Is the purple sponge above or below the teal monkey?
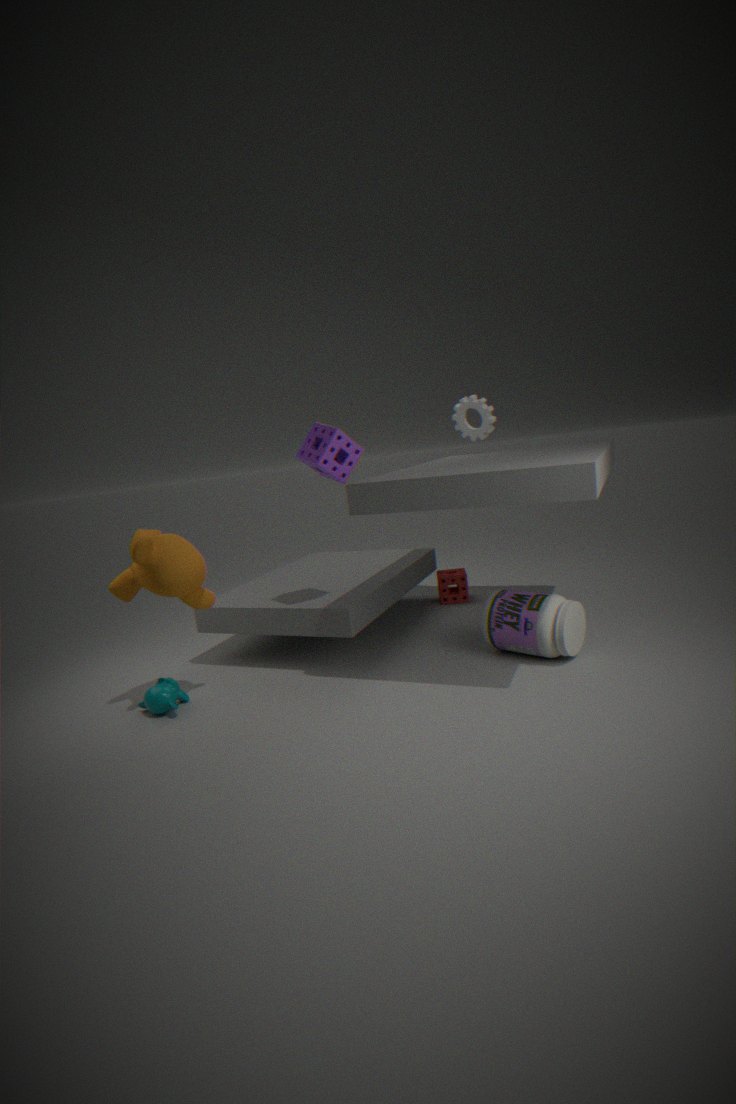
above
